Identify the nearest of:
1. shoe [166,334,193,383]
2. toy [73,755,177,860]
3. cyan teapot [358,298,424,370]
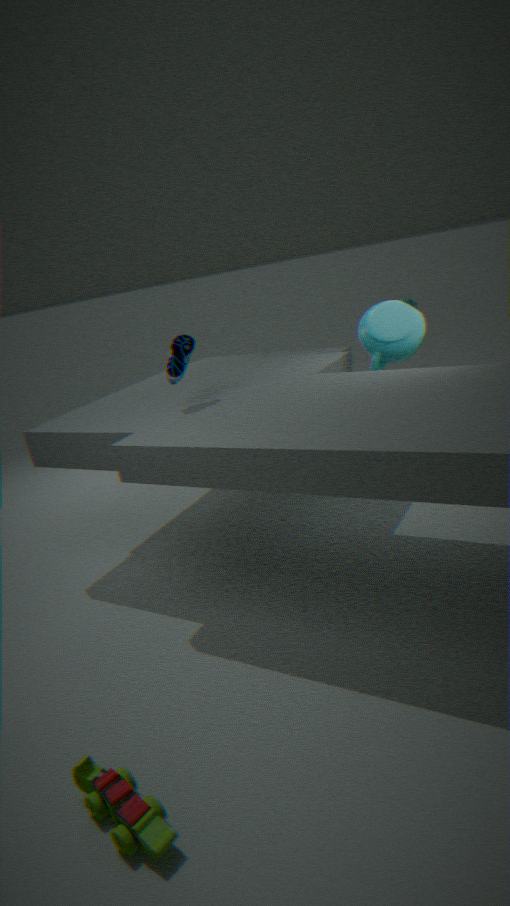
toy [73,755,177,860]
